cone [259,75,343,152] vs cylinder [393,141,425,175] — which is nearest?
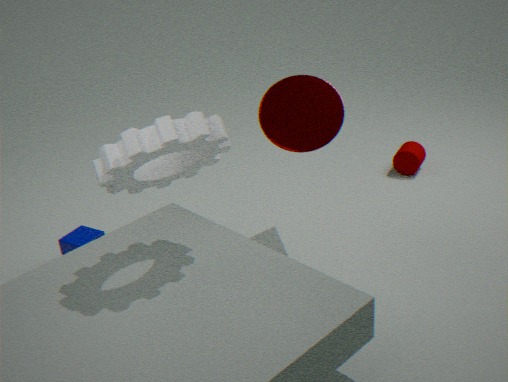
cone [259,75,343,152]
